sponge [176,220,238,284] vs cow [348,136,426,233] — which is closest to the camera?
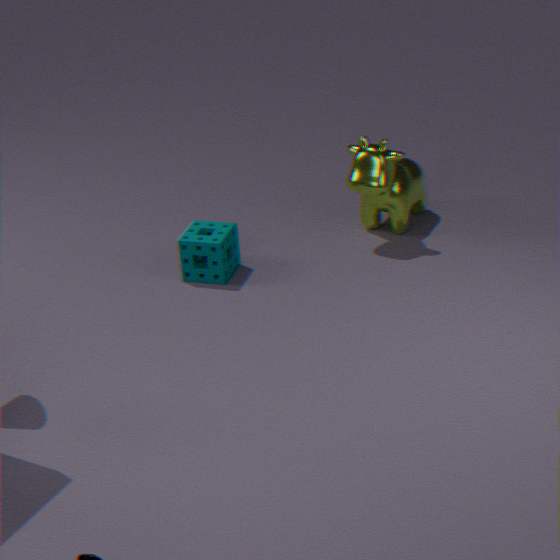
sponge [176,220,238,284]
